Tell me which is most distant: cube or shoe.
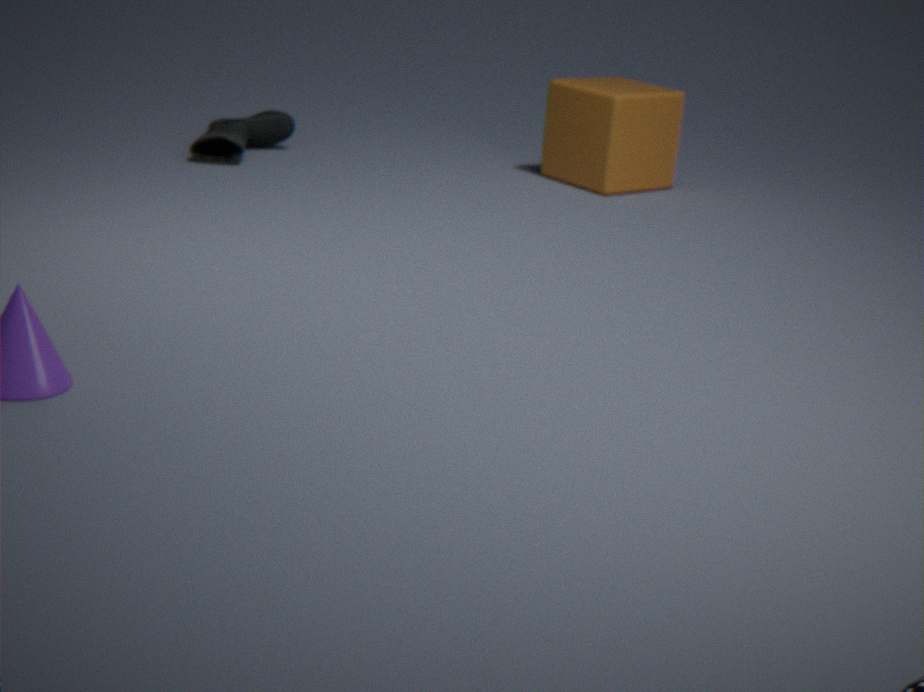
shoe
